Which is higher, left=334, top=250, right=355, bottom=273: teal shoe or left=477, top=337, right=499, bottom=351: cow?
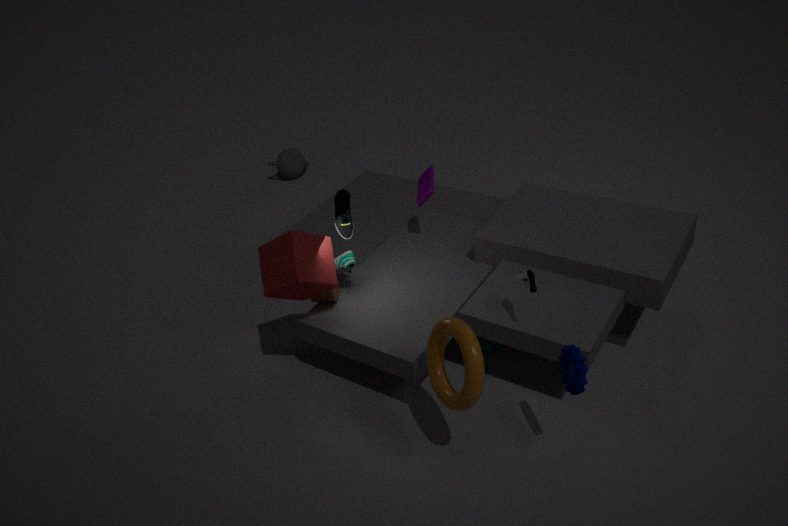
left=334, top=250, right=355, bottom=273: teal shoe
